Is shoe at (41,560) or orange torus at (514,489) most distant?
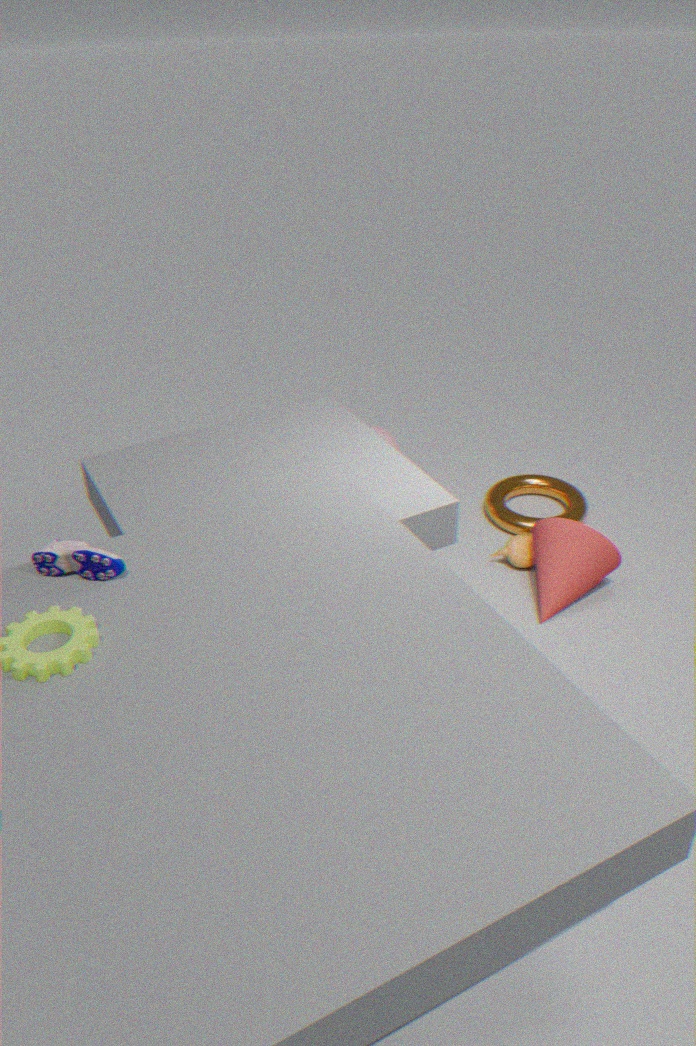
orange torus at (514,489)
